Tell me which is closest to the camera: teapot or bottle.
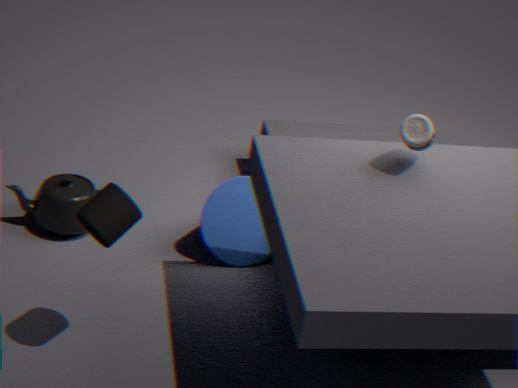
bottle
